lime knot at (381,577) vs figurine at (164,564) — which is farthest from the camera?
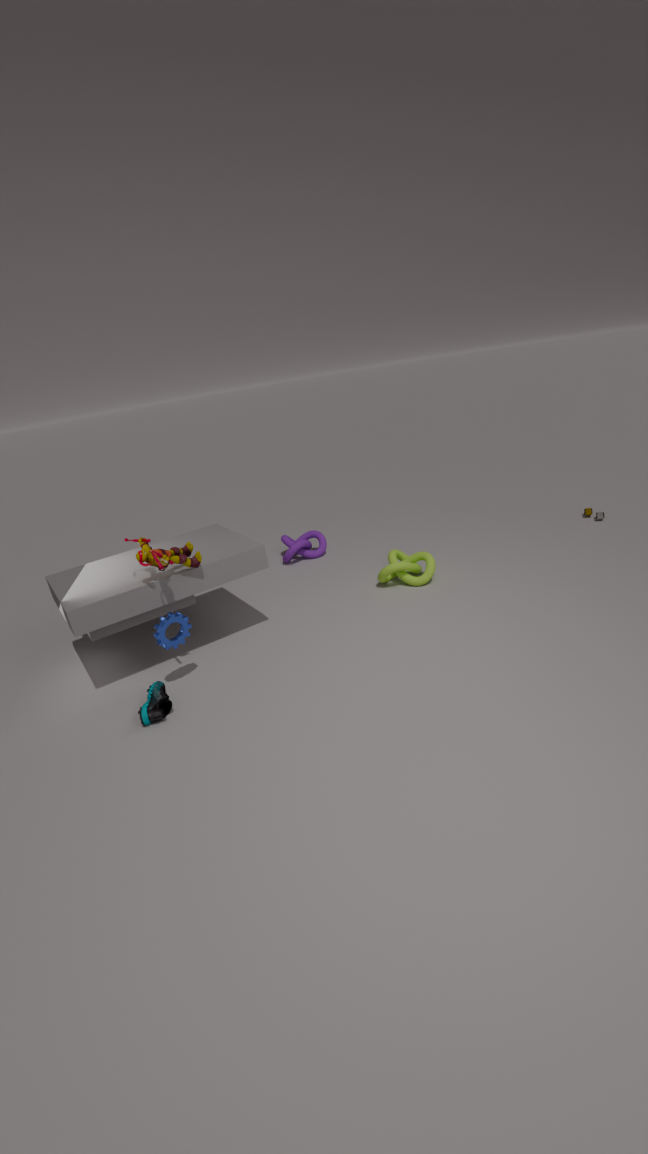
lime knot at (381,577)
